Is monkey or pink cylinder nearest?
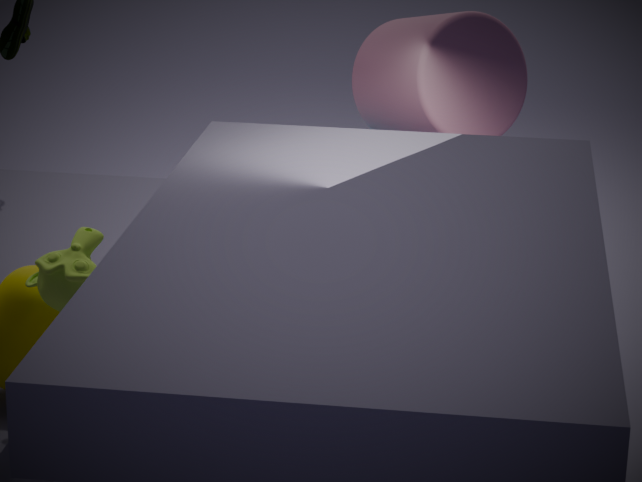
monkey
